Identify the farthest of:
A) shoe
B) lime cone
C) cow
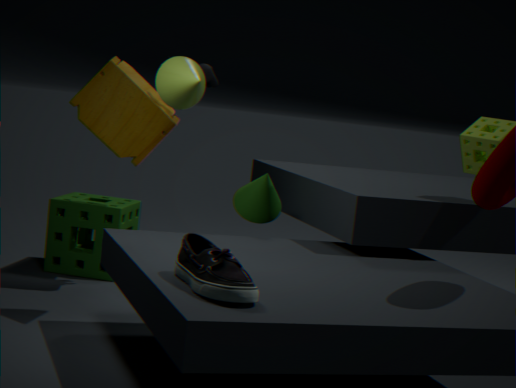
cow
